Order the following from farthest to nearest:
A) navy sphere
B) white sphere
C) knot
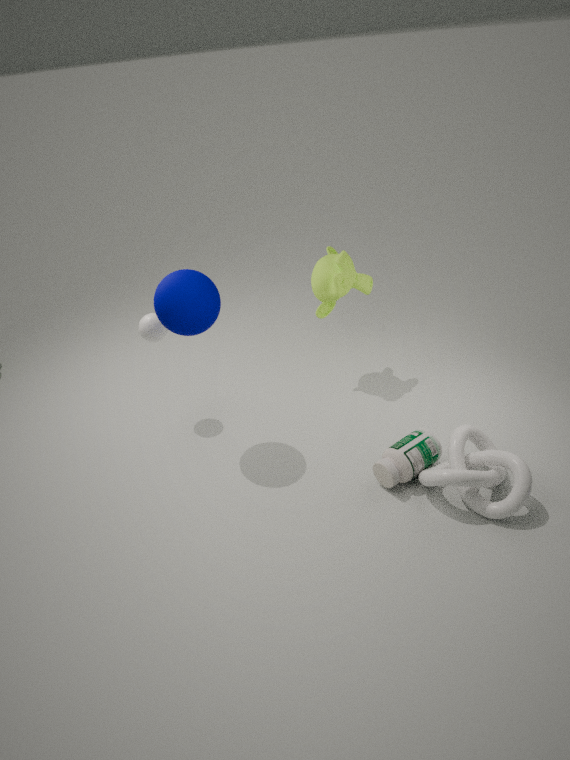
1. white sphere
2. navy sphere
3. knot
